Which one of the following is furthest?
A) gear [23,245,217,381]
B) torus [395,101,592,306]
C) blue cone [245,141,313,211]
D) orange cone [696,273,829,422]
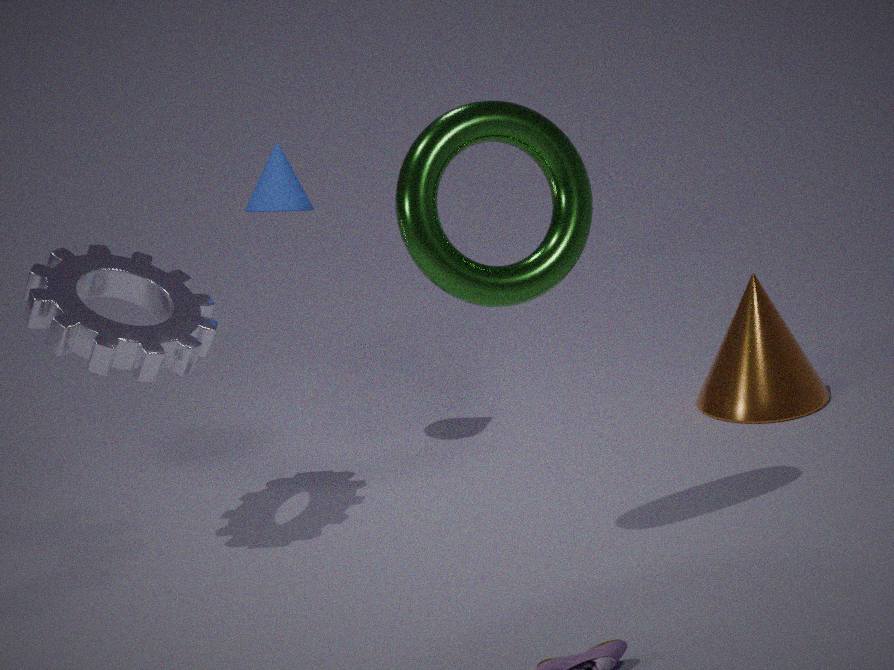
orange cone [696,273,829,422]
